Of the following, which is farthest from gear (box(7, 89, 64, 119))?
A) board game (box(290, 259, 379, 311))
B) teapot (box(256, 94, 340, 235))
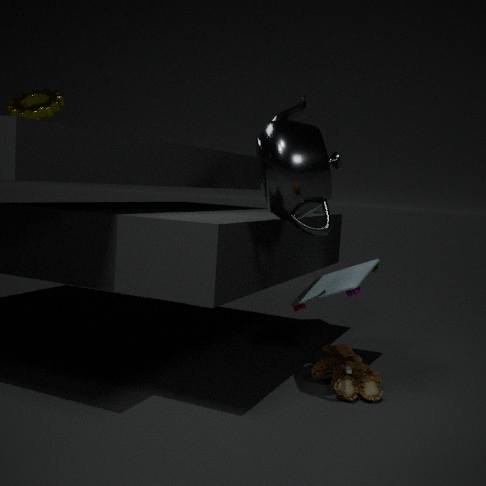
board game (box(290, 259, 379, 311))
